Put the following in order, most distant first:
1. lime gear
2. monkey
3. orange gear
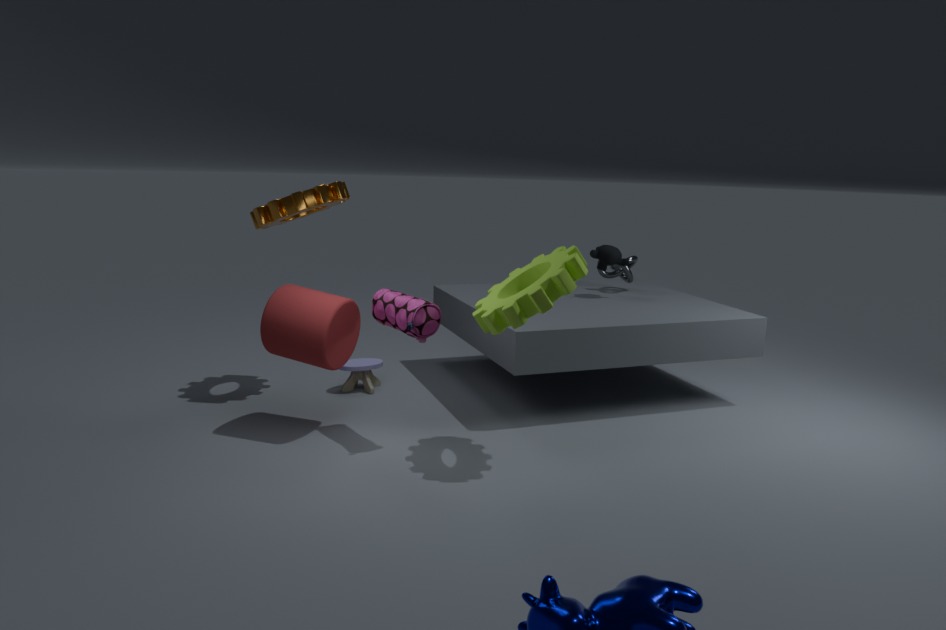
monkey
orange gear
lime gear
